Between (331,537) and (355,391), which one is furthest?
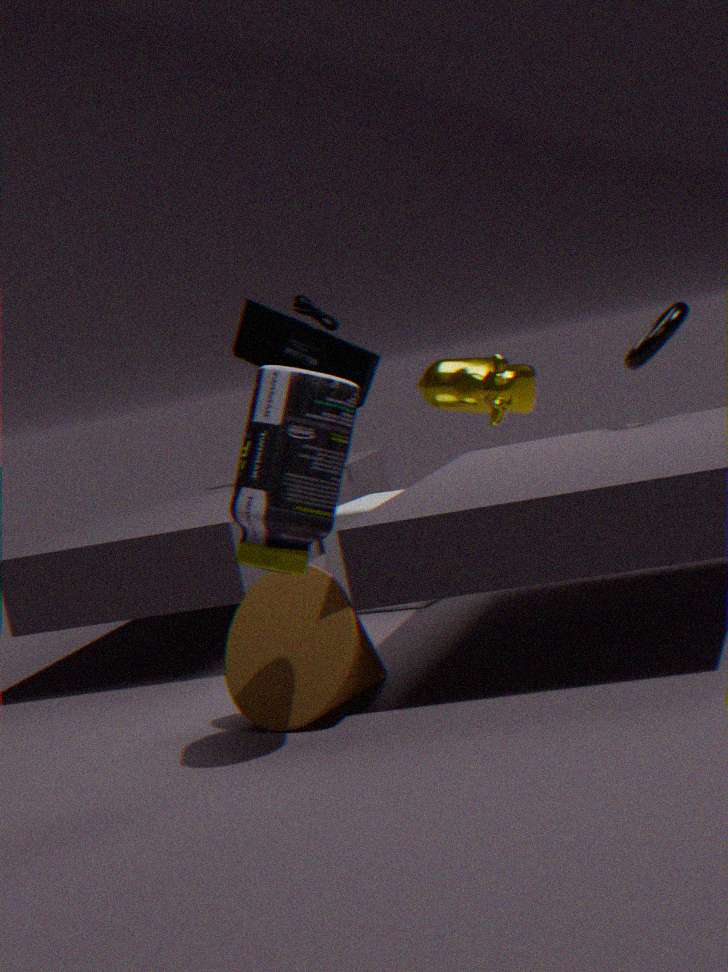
(331,537)
